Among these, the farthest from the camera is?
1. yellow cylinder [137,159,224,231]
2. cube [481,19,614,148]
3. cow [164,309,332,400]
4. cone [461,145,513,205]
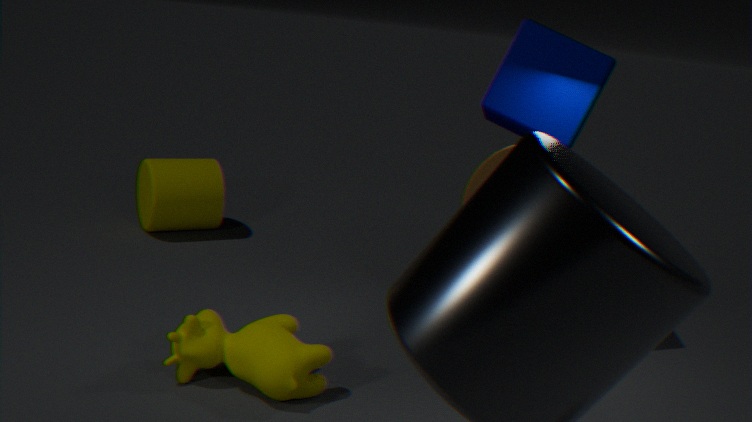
yellow cylinder [137,159,224,231]
